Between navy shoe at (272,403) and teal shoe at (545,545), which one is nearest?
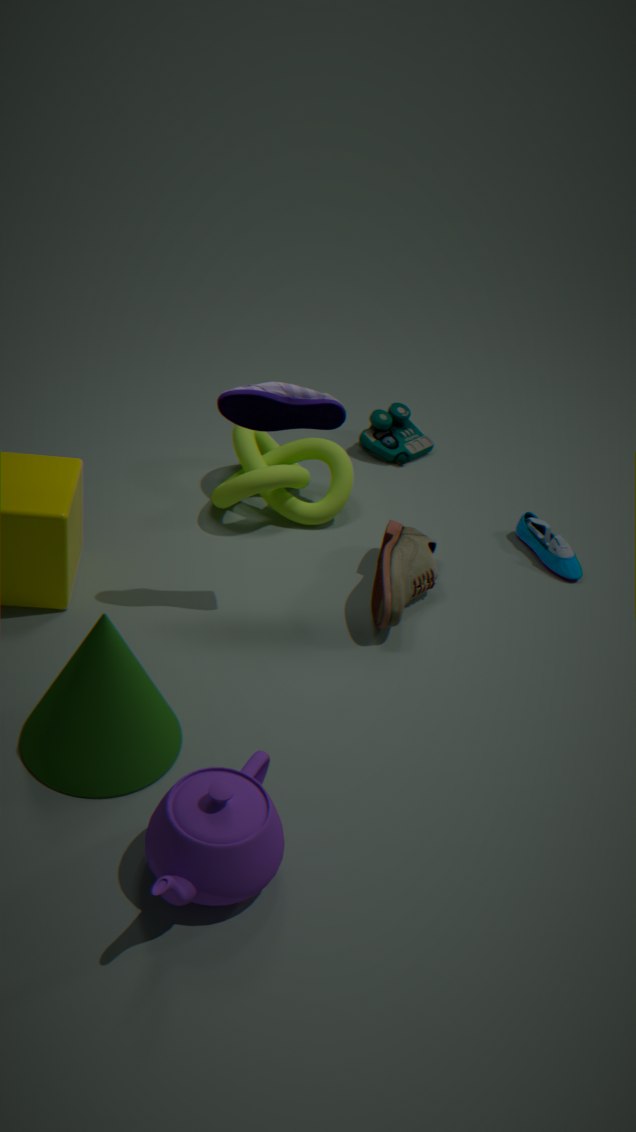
navy shoe at (272,403)
